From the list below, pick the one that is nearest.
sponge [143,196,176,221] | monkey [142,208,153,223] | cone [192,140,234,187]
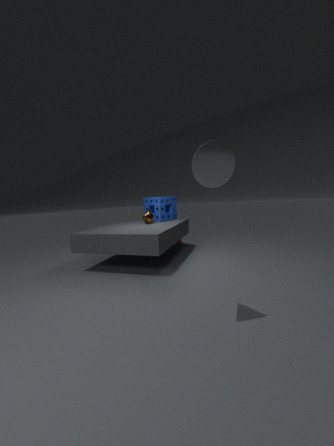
cone [192,140,234,187]
